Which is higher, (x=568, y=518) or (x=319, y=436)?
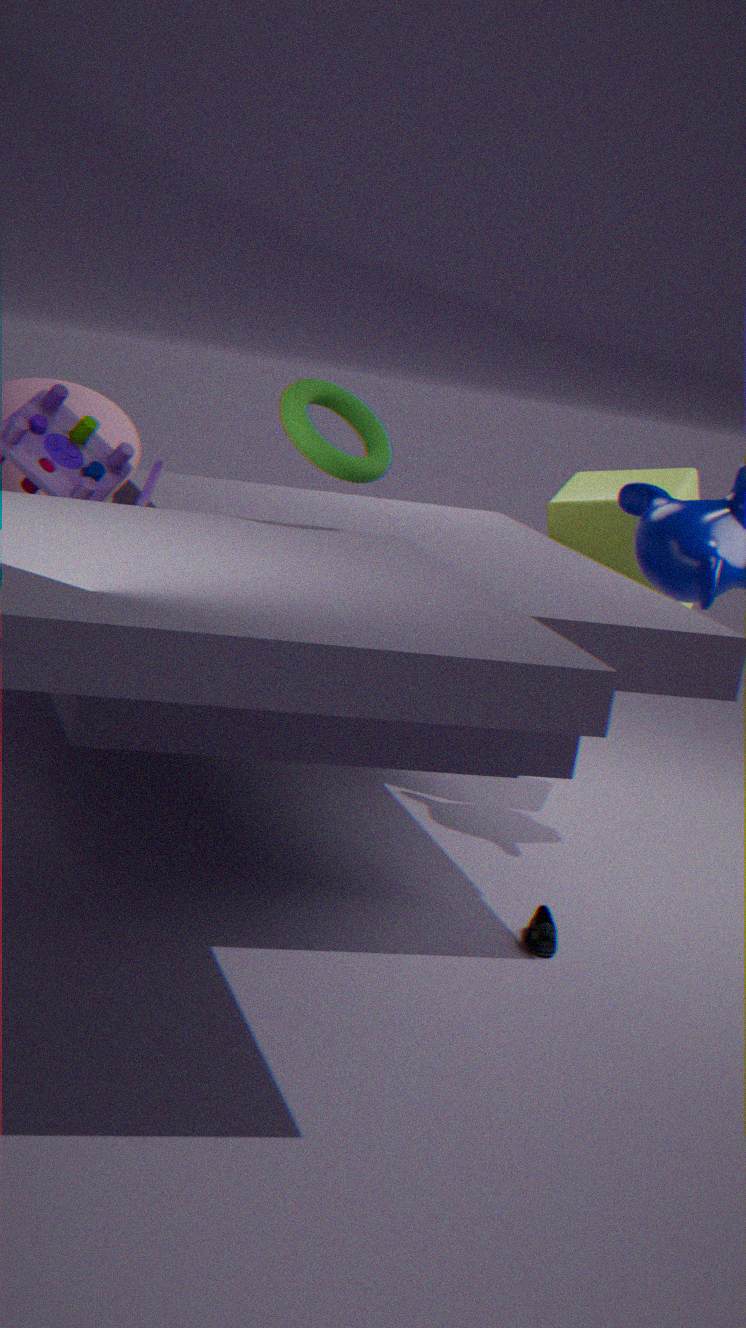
(x=319, y=436)
